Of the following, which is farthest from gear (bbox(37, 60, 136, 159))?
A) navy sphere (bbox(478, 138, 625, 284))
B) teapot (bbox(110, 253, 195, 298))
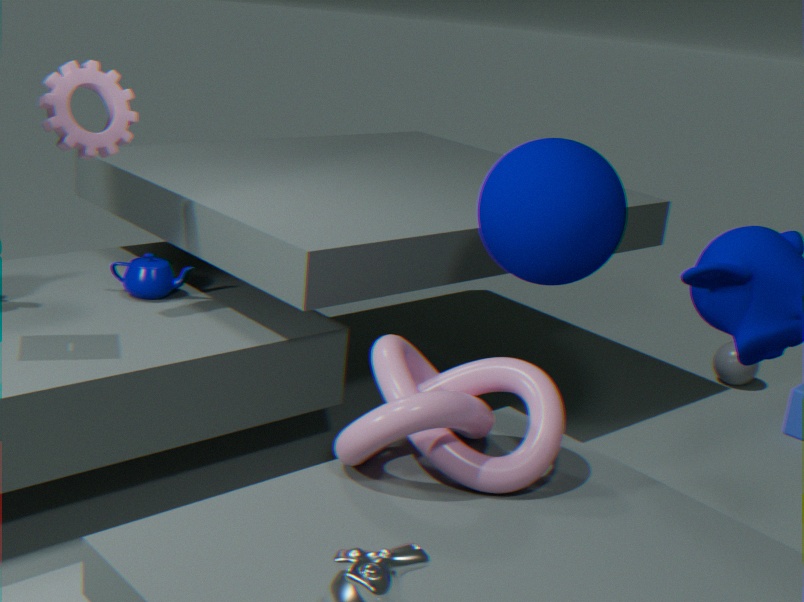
navy sphere (bbox(478, 138, 625, 284))
